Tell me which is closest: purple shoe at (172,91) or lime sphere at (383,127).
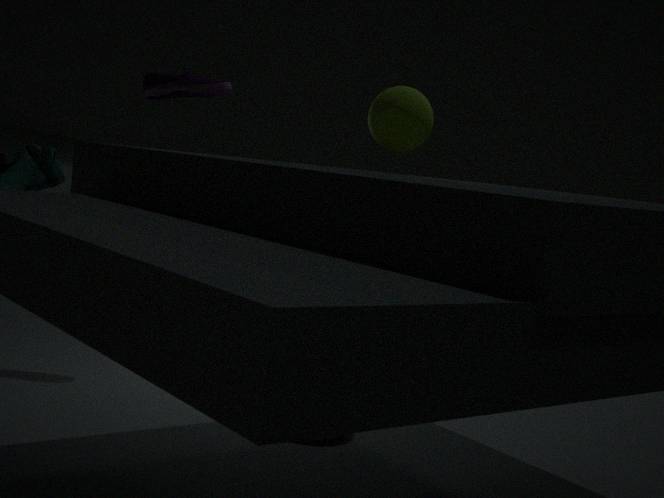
lime sphere at (383,127)
